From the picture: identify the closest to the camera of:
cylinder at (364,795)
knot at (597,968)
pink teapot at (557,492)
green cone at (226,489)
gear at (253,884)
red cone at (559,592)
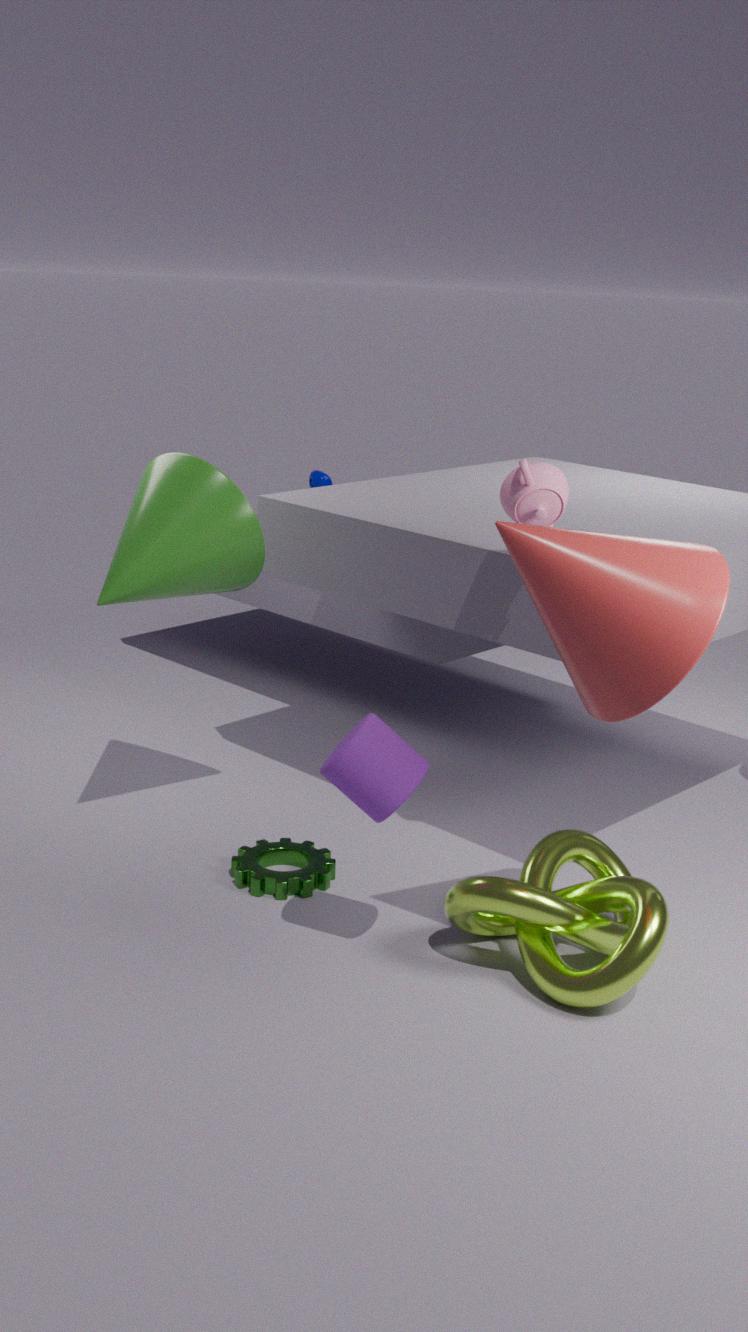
red cone at (559,592)
